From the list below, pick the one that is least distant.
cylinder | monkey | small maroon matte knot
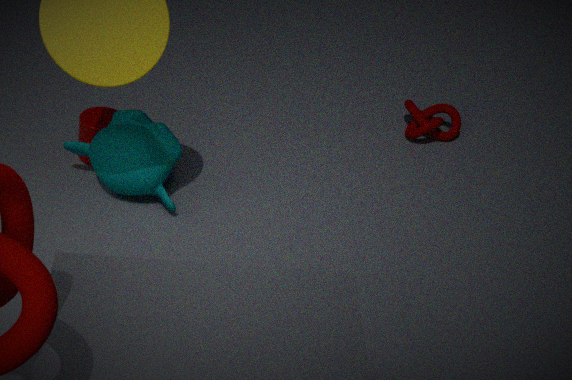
monkey
